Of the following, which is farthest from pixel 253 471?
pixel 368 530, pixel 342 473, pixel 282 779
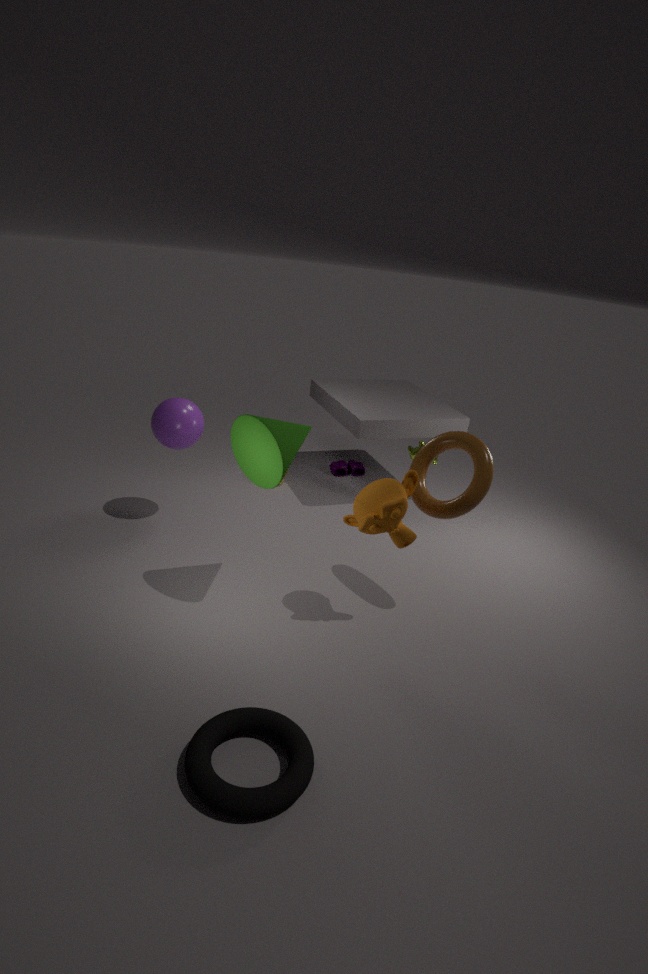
pixel 342 473
